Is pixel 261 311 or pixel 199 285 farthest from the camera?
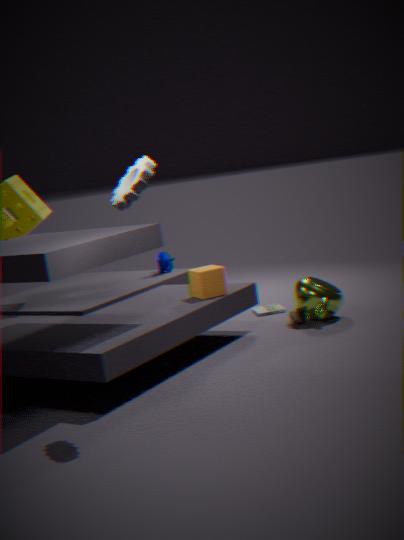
pixel 261 311
